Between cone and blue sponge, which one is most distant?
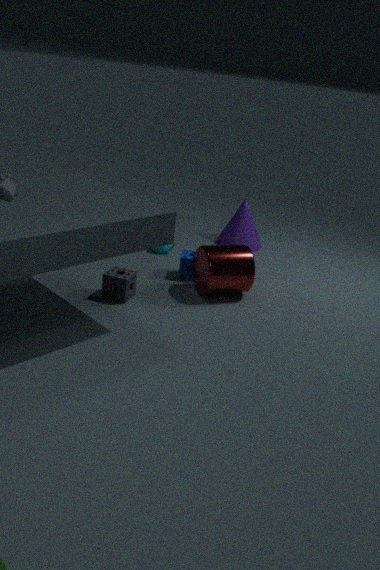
cone
